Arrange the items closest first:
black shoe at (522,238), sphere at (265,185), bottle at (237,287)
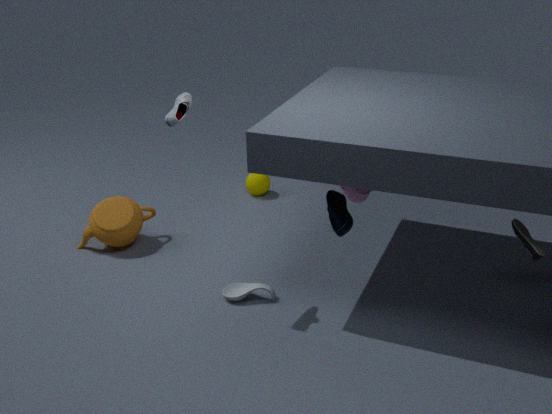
black shoe at (522,238)
bottle at (237,287)
sphere at (265,185)
